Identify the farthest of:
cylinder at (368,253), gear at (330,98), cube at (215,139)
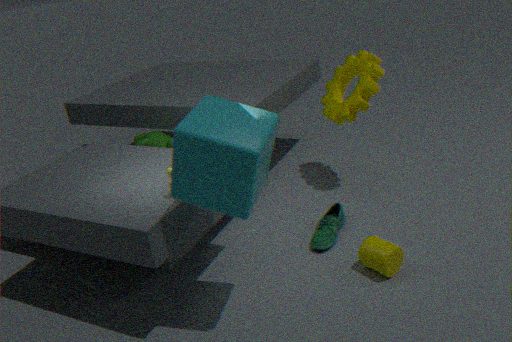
gear at (330,98)
